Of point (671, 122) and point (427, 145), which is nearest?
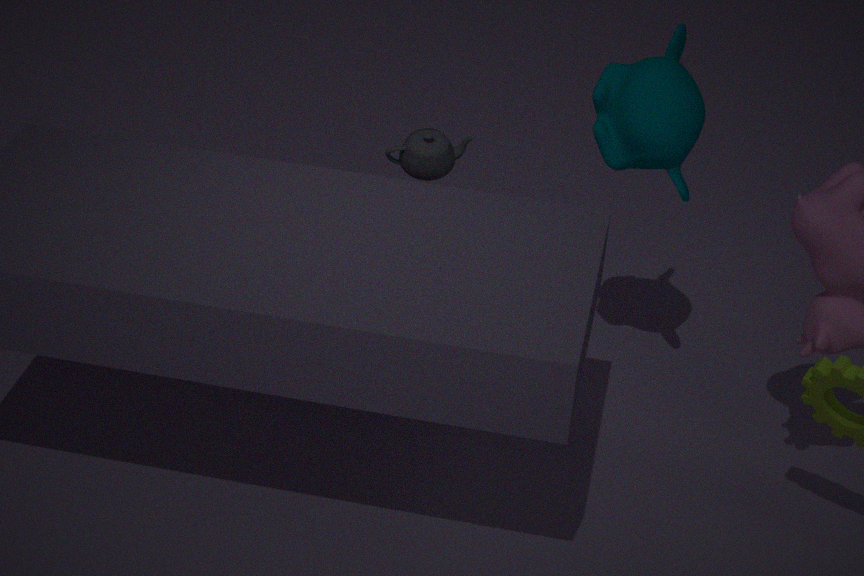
point (671, 122)
